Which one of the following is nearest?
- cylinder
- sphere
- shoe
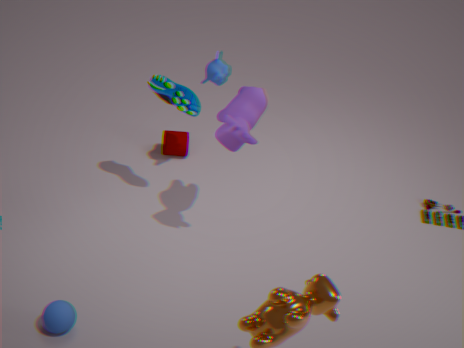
sphere
